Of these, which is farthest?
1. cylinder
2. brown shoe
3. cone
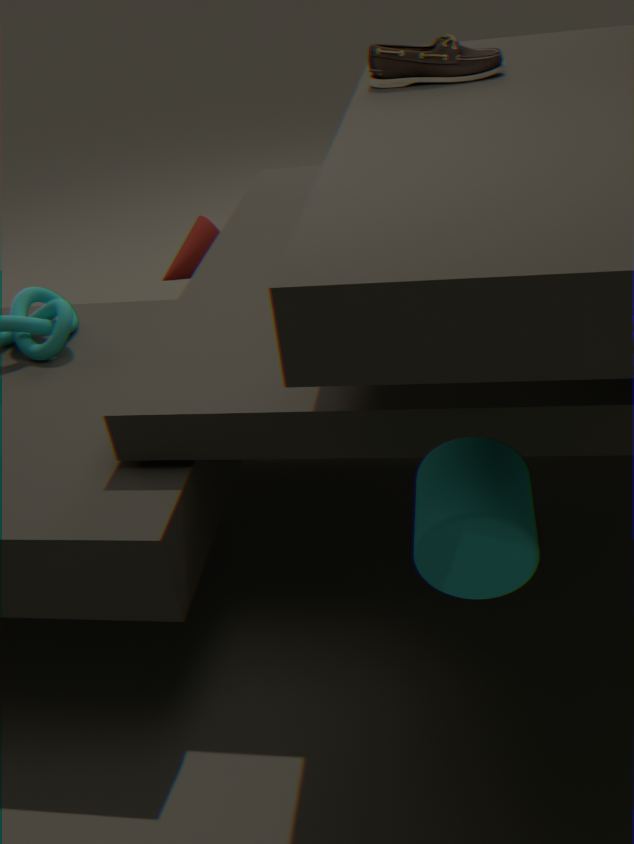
cone
